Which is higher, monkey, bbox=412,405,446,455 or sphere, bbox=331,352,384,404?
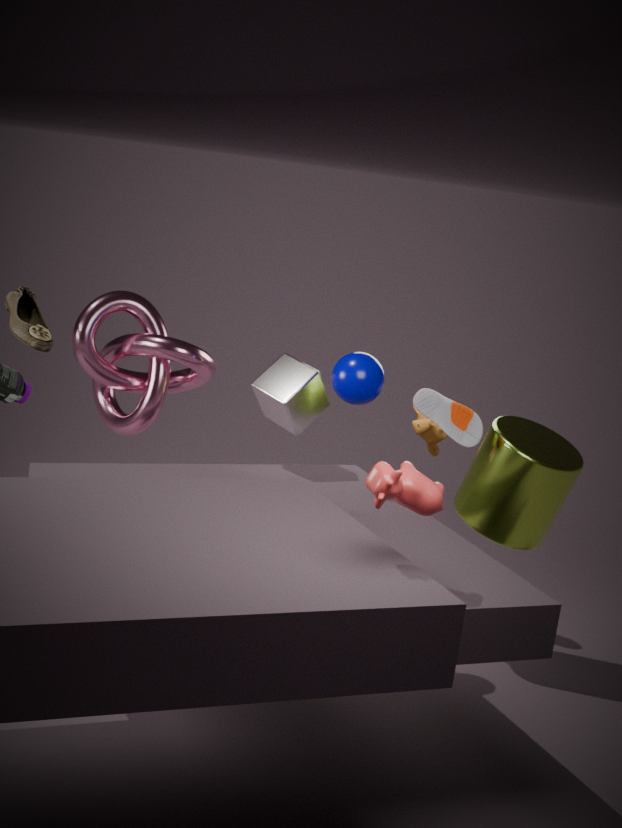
sphere, bbox=331,352,384,404
